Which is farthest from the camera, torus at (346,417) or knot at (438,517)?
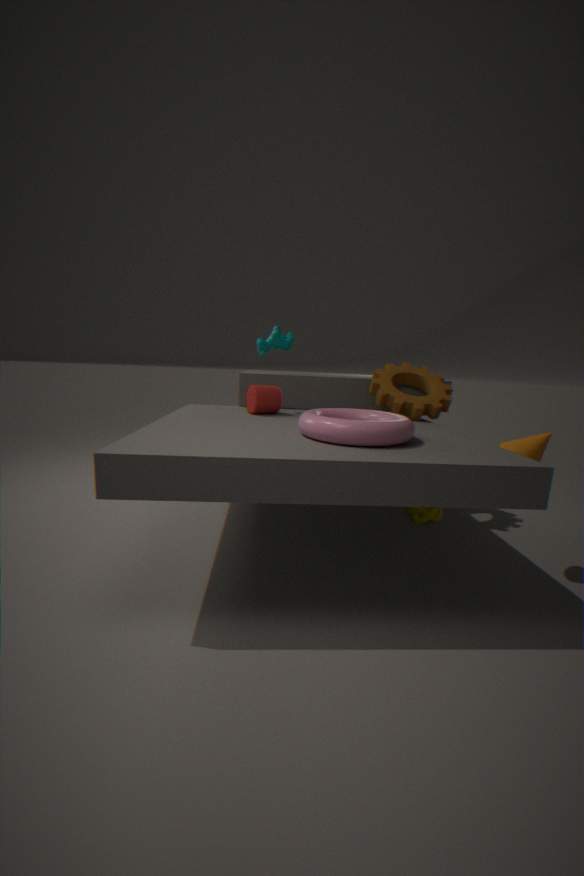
knot at (438,517)
